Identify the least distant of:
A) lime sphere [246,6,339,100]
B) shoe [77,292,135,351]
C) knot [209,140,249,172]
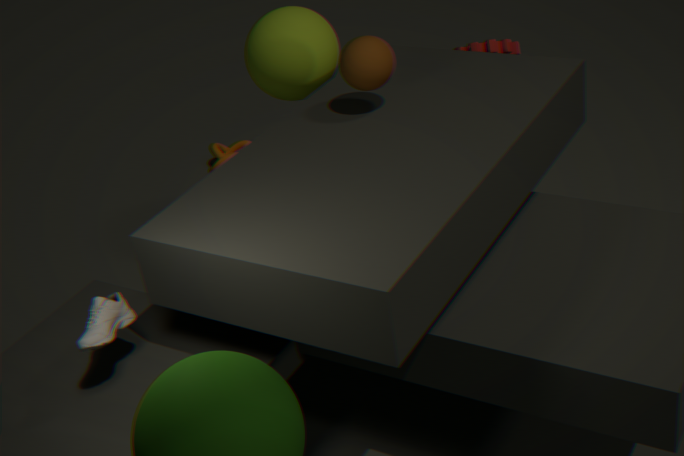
shoe [77,292,135,351]
